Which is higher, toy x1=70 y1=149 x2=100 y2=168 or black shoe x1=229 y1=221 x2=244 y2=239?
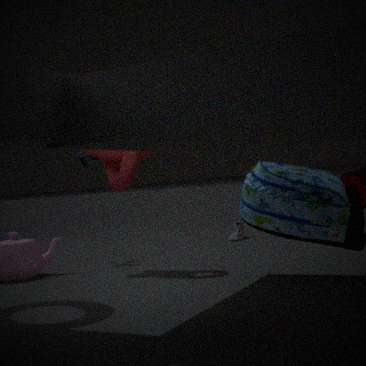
toy x1=70 y1=149 x2=100 y2=168
